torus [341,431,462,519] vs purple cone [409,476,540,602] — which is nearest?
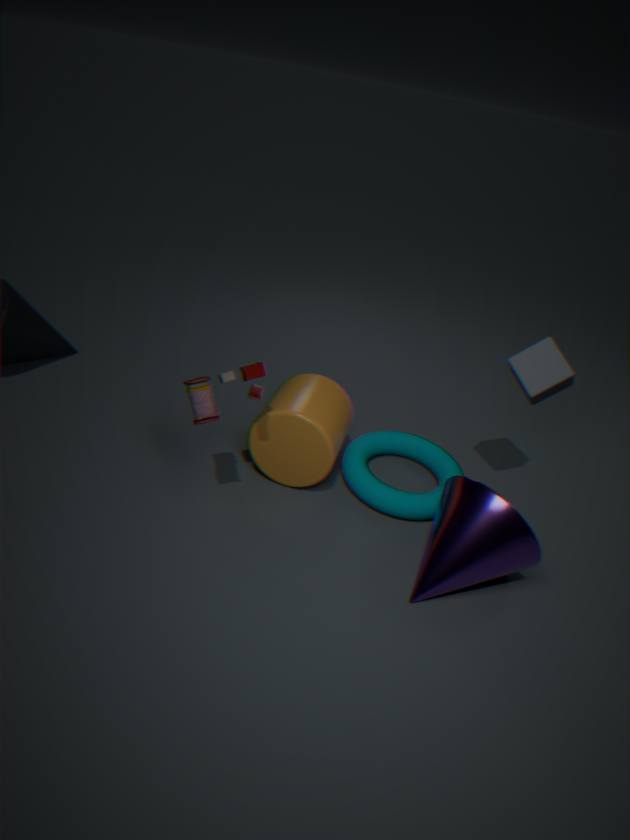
purple cone [409,476,540,602]
